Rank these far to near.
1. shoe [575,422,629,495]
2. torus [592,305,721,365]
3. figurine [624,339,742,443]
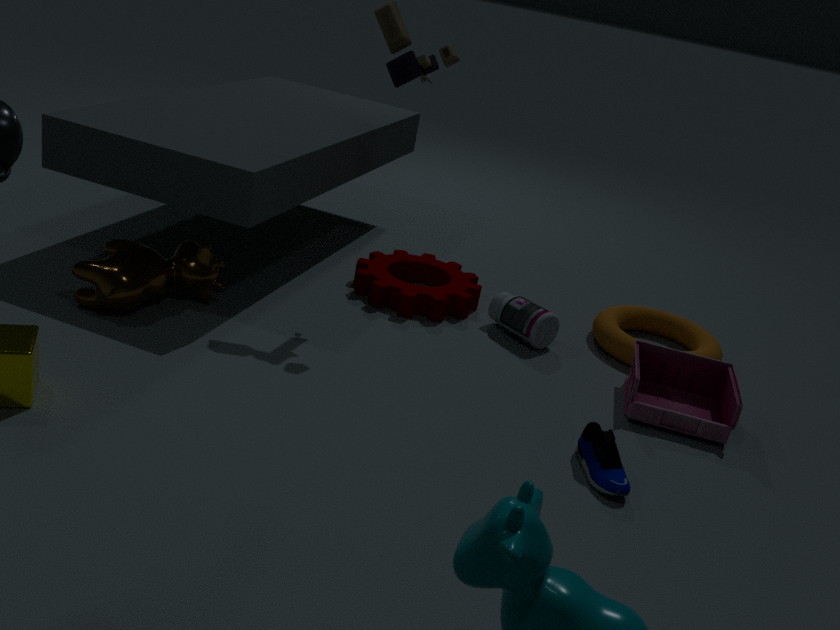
torus [592,305,721,365] < figurine [624,339,742,443] < shoe [575,422,629,495]
